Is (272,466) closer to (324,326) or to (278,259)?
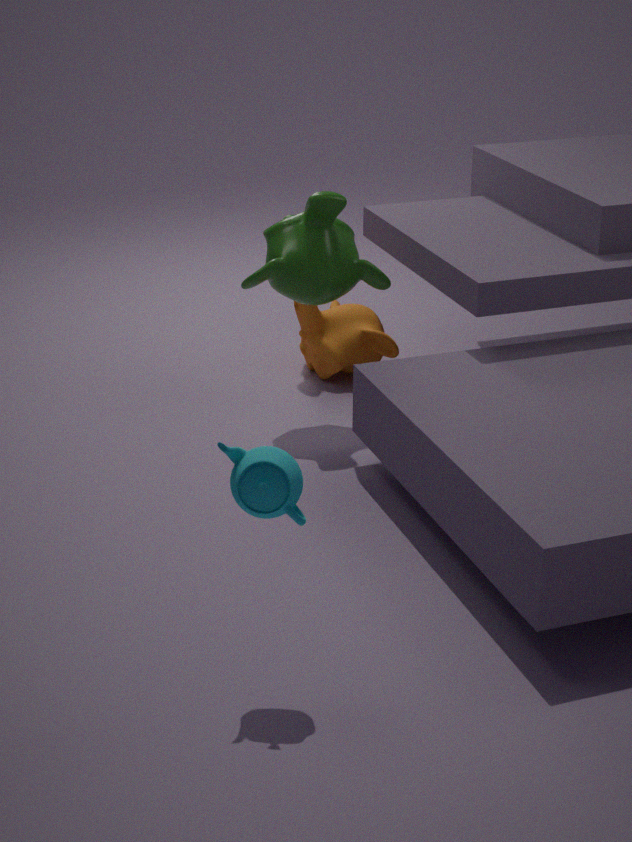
(278,259)
